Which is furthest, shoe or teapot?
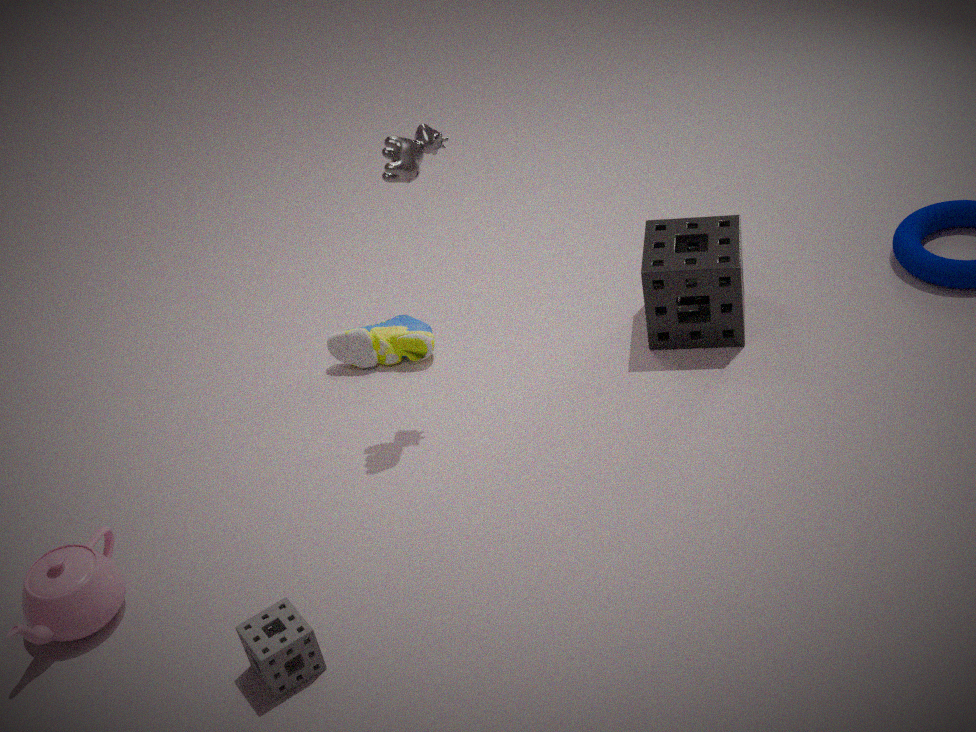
shoe
